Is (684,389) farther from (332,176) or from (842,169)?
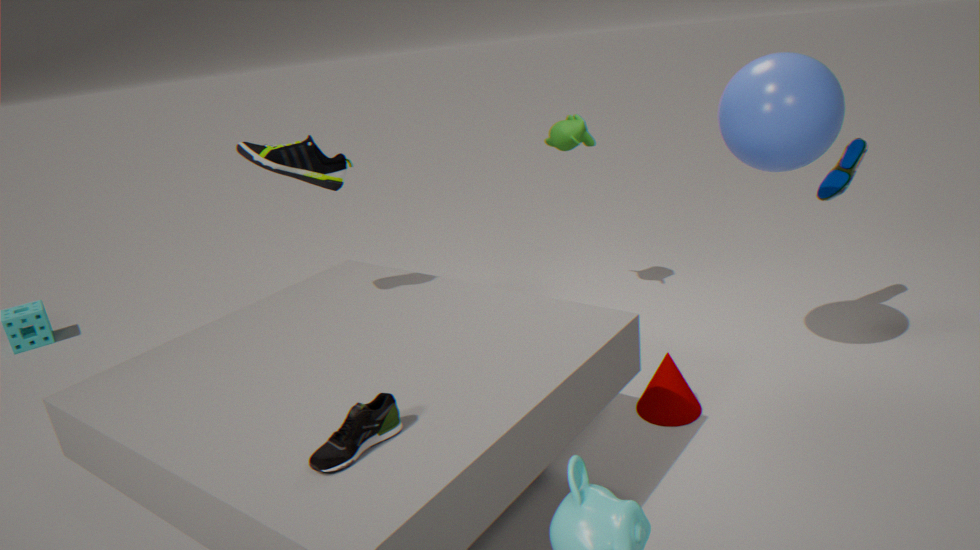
(332,176)
